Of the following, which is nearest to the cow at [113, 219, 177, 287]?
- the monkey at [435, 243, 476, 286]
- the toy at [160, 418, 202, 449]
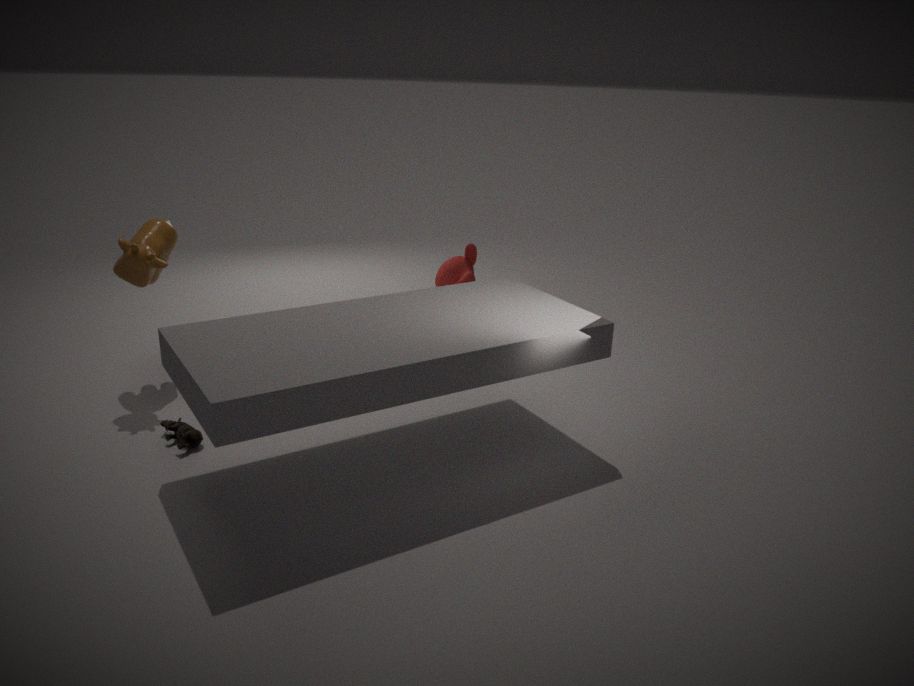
the toy at [160, 418, 202, 449]
